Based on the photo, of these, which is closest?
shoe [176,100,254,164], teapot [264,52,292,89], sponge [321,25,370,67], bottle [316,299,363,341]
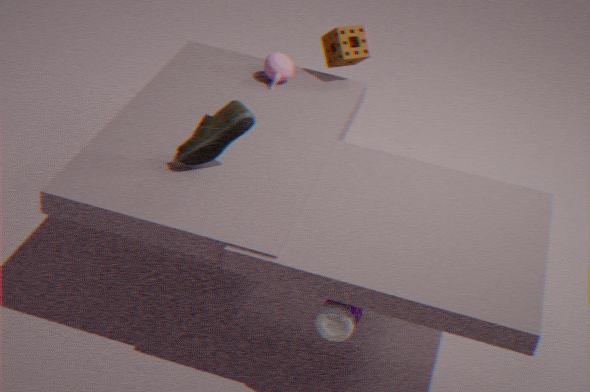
bottle [316,299,363,341]
